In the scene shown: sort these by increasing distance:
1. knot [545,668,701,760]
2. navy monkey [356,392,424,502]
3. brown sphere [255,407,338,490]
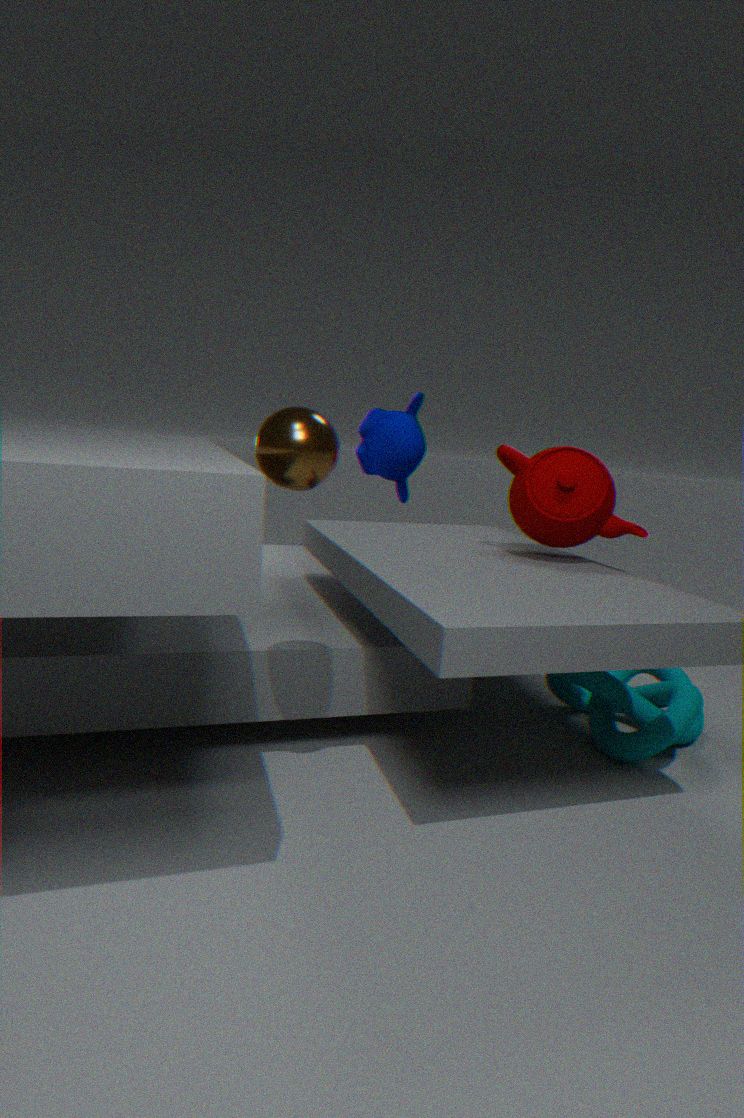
brown sphere [255,407,338,490] < knot [545,668,701,760] < navy monkey [356,392,424,502]
